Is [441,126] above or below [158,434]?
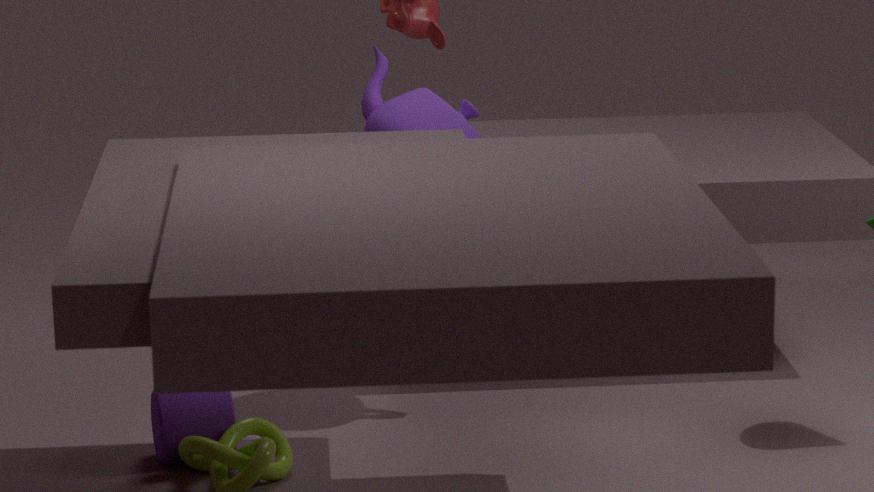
above
